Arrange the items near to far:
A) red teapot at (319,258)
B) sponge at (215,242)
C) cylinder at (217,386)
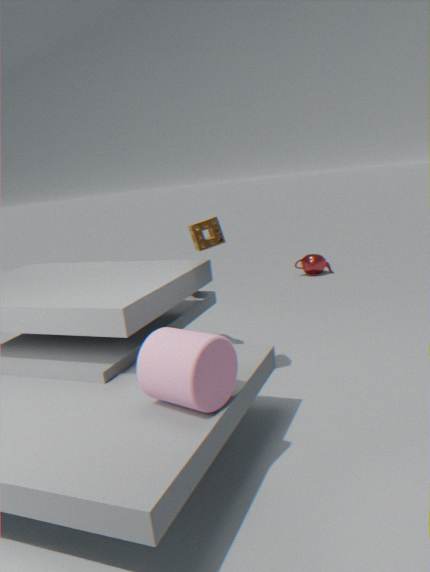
cylinder at (217,386) < sponge at (215,242) < red teapot at (319,258)
